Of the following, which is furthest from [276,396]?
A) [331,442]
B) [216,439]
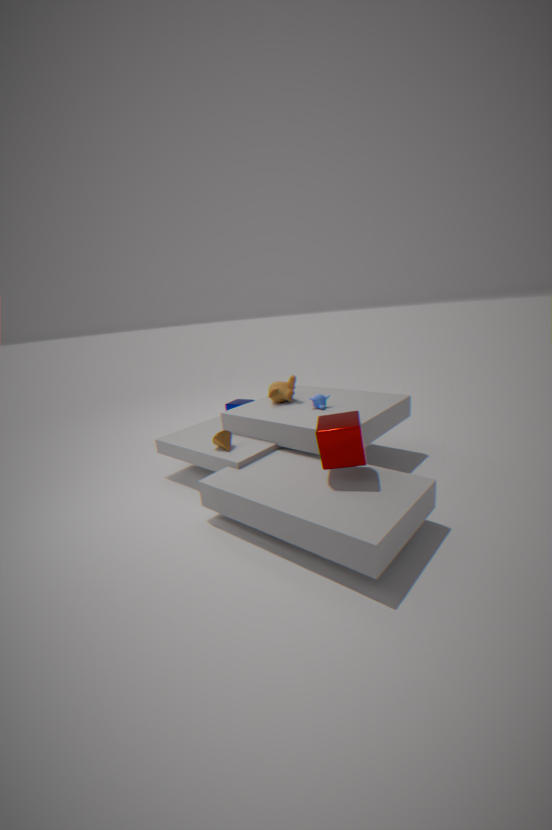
[331,442]
